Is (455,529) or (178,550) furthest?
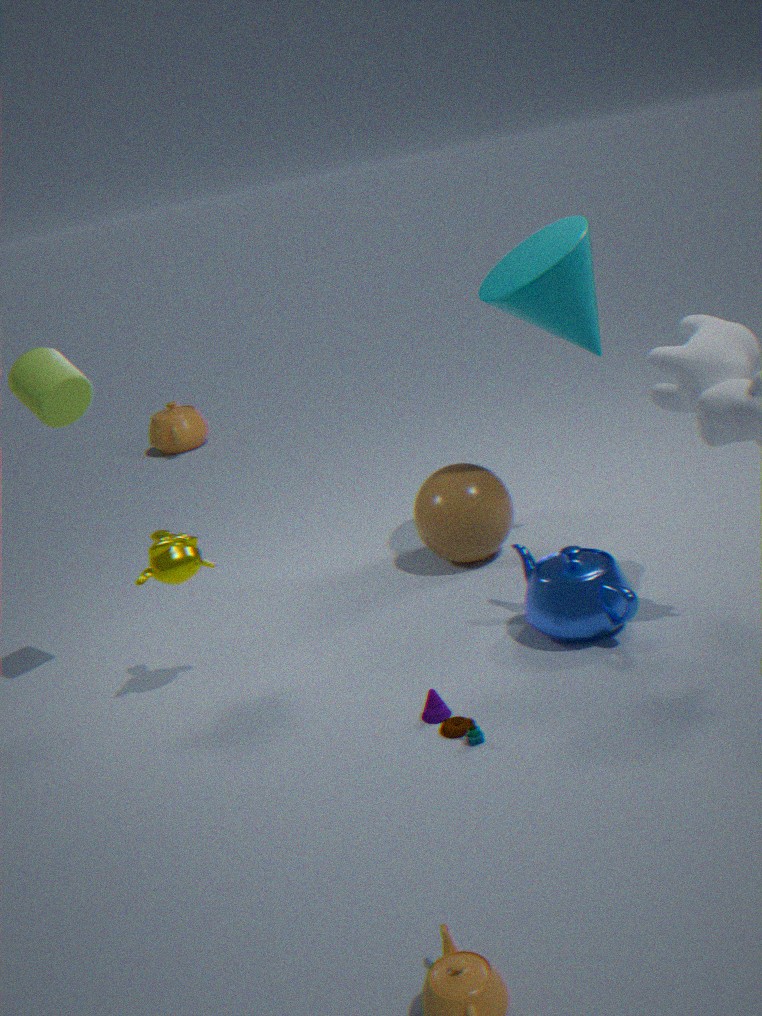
(455,529)
